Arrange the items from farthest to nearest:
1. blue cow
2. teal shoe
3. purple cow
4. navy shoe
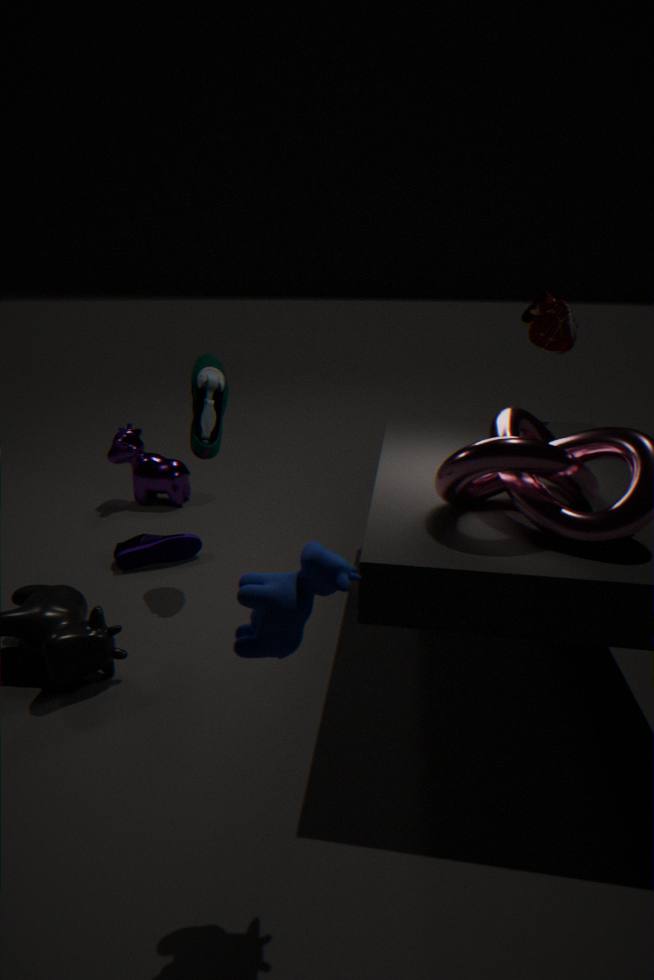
purple cow, navy shoe, teal shoe, blue cow
